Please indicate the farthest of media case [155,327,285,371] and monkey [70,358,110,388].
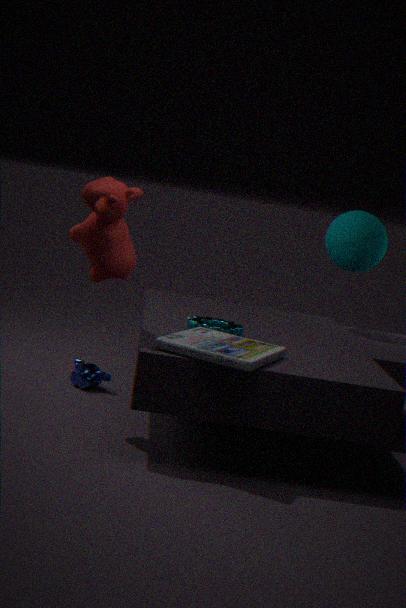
monkey [70,358,110,388]
